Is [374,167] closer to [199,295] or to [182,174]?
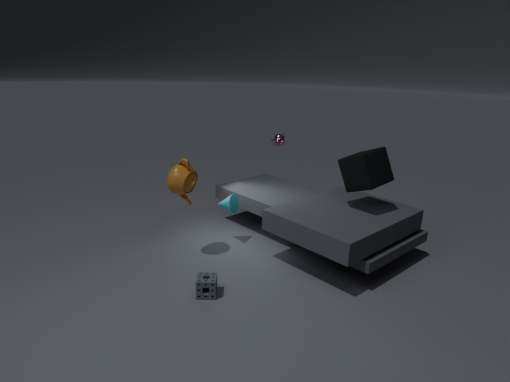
[182,174]
